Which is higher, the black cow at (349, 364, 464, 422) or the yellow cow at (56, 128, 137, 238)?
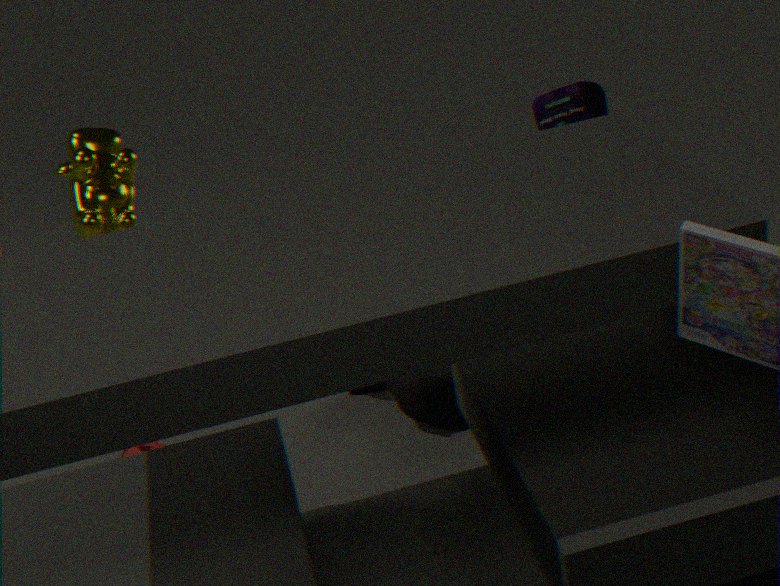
the yellow cow at (56, 128, 137, 238)
